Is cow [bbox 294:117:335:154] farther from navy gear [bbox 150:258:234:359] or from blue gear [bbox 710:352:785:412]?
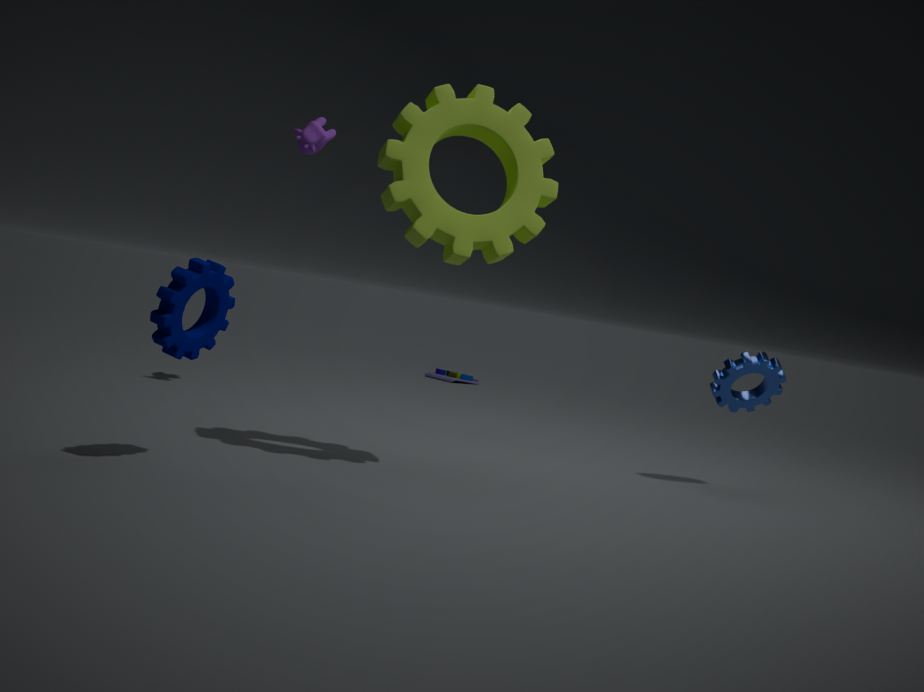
blue gear [bbox 710:352:785:412]
